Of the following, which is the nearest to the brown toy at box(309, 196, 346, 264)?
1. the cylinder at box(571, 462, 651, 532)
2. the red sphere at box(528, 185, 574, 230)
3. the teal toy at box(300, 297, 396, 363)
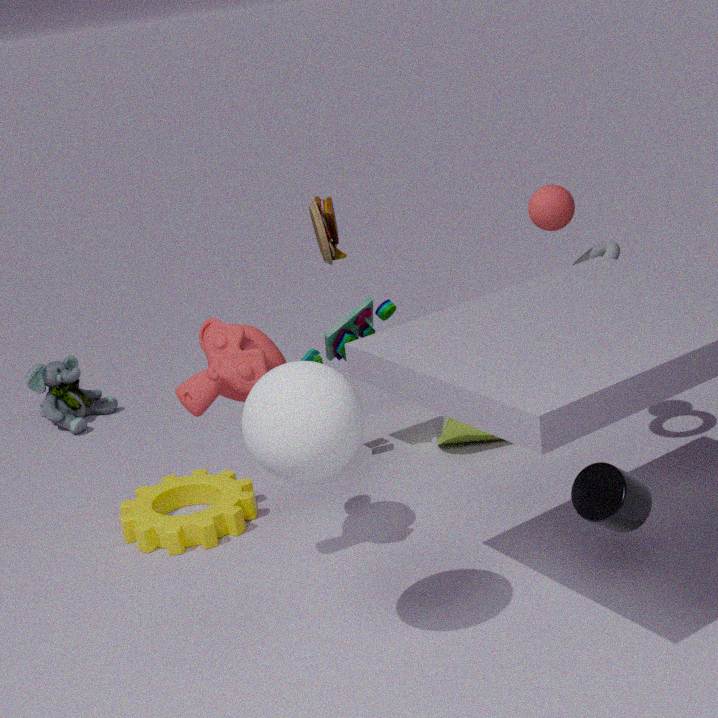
the teal toy at box(300, 297, 396, 363)
